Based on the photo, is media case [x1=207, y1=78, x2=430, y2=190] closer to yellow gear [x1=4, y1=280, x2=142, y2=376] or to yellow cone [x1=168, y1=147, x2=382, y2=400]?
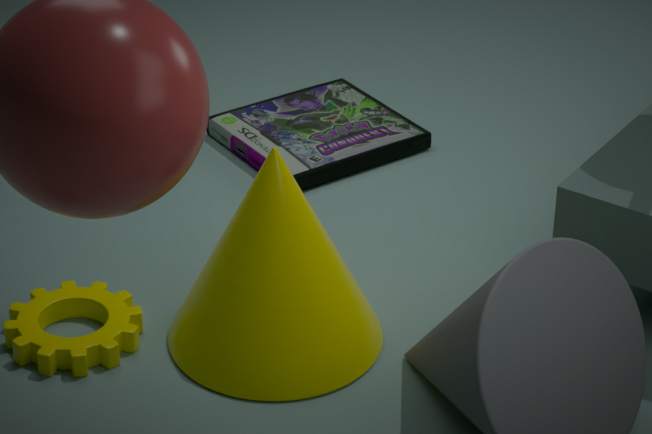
yellow cone [x1=168, y1=147, x2=382, y2=400]
